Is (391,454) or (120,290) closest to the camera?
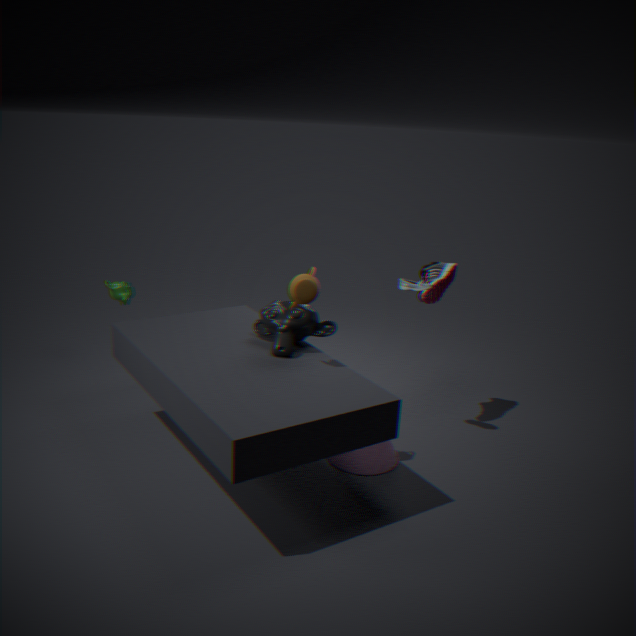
(391,454)
